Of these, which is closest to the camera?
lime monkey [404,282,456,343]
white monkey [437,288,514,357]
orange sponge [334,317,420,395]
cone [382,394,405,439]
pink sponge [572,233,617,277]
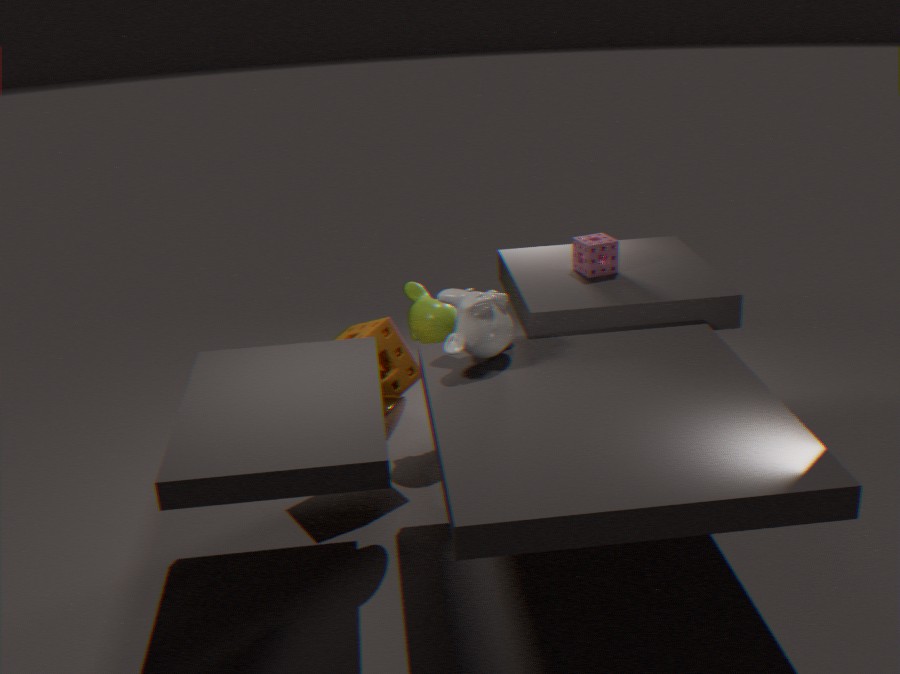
cone [382,394,405,439]
